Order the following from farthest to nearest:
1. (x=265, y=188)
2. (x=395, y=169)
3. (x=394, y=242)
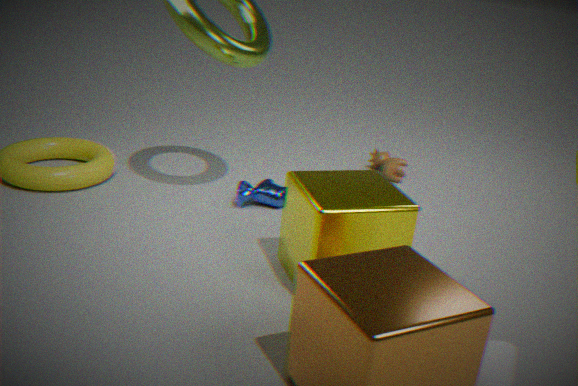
(x=395, y=169), (x=265, y=188), (x=394, y=242)
